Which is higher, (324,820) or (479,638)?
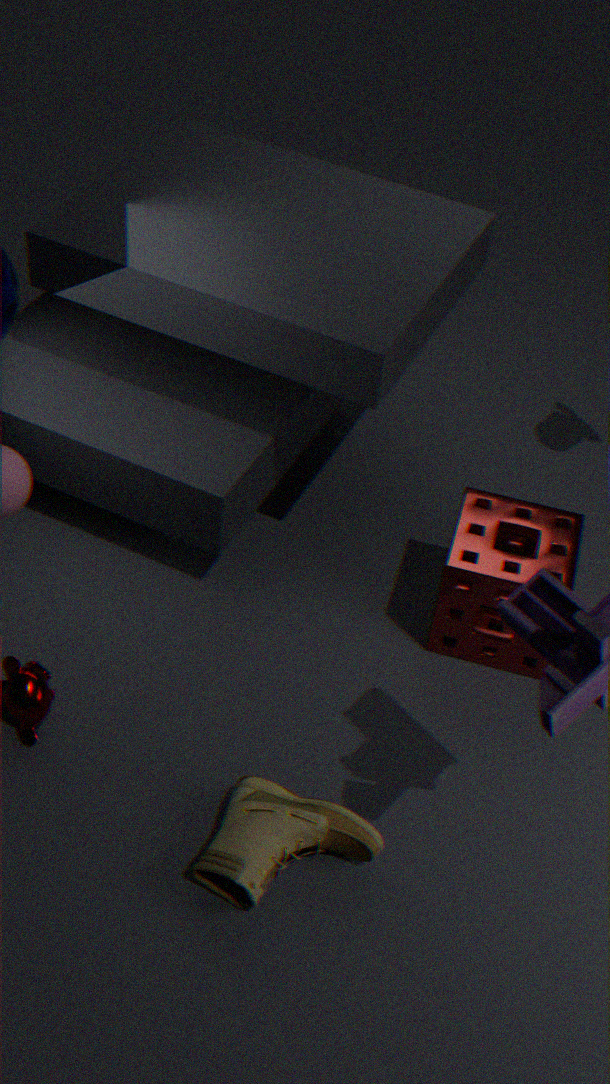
(479,638)
